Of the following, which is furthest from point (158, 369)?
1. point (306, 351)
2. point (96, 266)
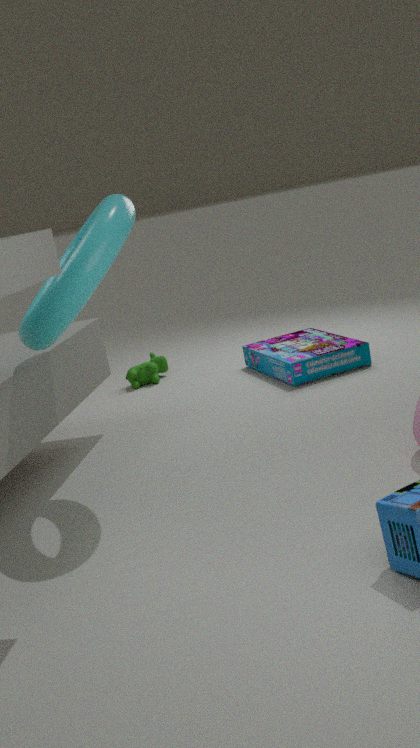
point (96, 266)
